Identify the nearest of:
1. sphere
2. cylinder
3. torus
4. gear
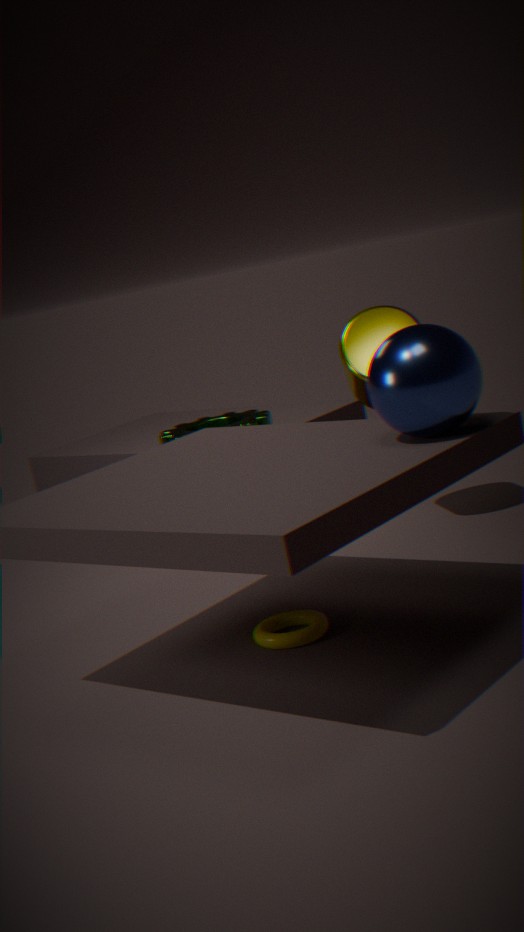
sphere
